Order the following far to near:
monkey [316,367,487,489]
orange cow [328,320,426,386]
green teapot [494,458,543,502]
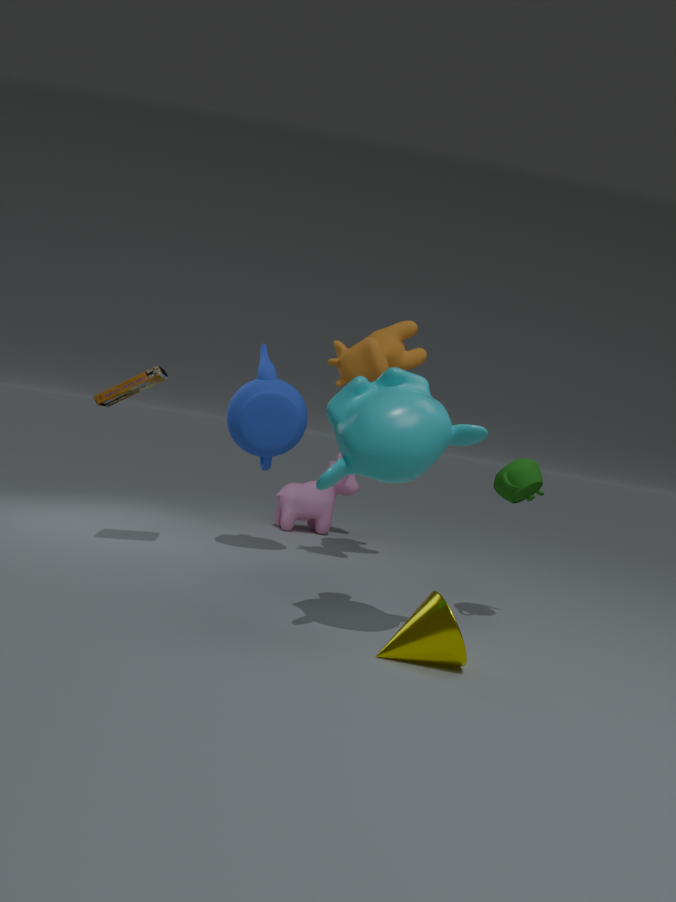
orange cow [328,320,426,386] → green teapot [494,458,543,502] → monkey [316,367,487,489]
